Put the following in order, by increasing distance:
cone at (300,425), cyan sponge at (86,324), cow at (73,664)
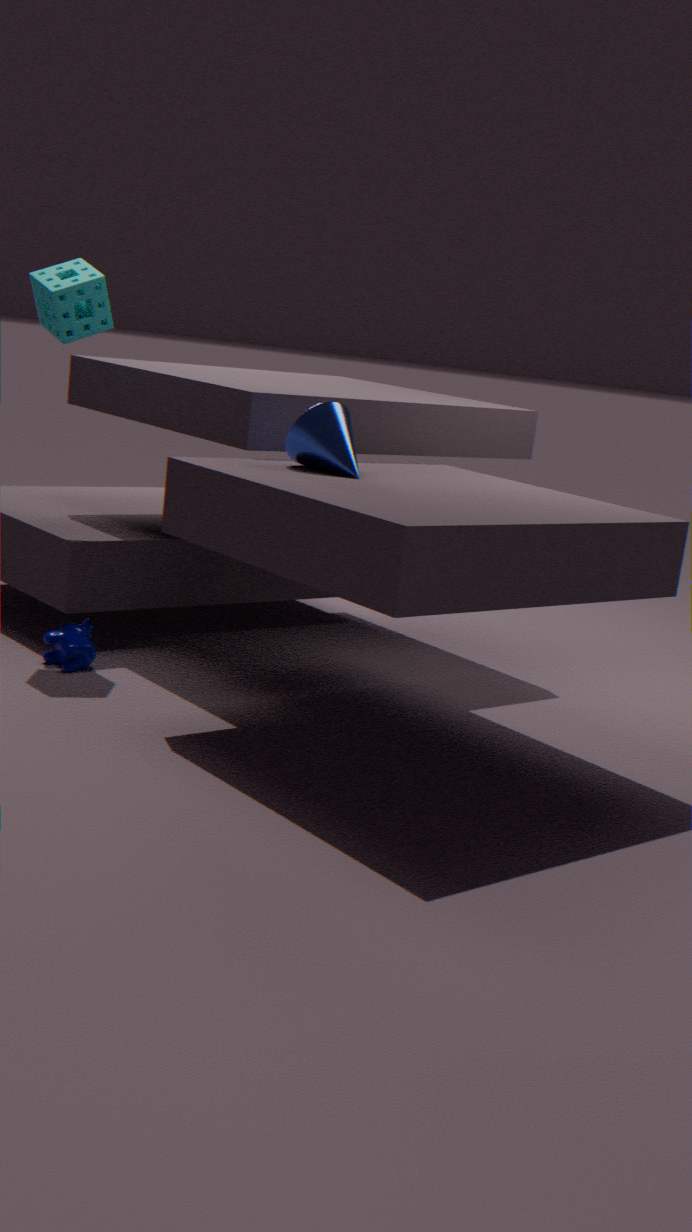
cone at (300,425)
cow at (73,664)
cyan sponge at (86,324)
